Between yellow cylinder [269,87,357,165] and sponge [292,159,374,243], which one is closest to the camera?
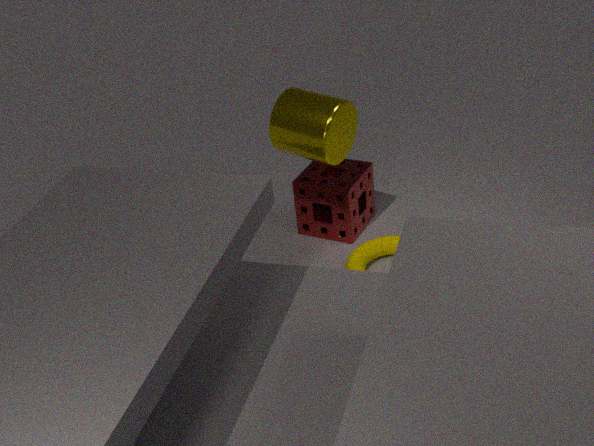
yellow cylinder [269,87,357,165]
